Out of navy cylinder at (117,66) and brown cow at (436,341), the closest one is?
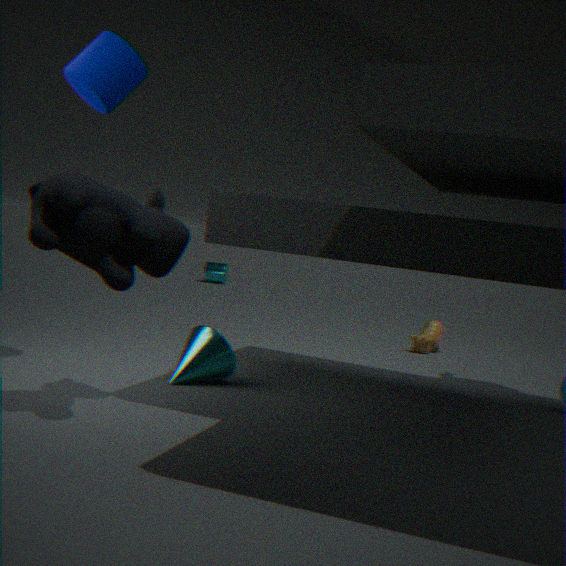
navy cylinder at (117,66)
